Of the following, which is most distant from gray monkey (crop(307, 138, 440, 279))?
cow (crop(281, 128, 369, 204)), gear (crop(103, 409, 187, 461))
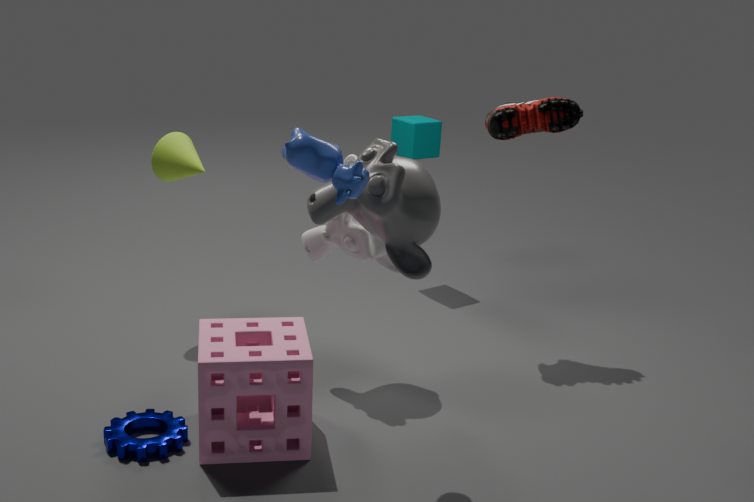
gear (crop(103, 409, 187, 461))
